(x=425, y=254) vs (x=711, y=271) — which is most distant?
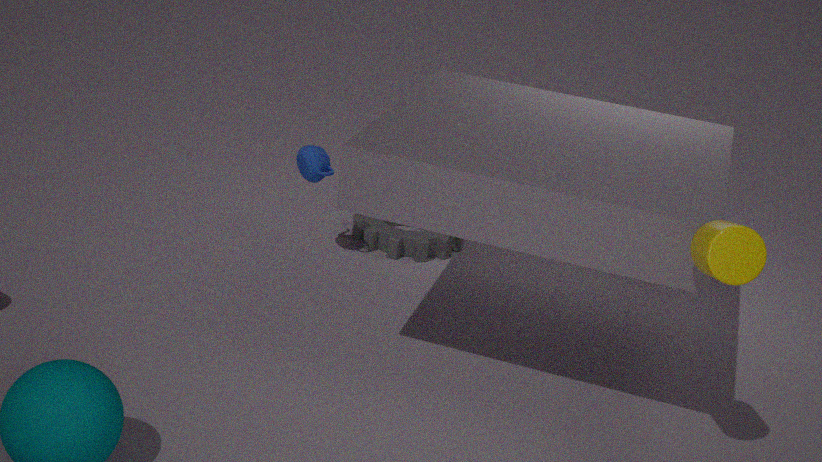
(x=425, y=254)
